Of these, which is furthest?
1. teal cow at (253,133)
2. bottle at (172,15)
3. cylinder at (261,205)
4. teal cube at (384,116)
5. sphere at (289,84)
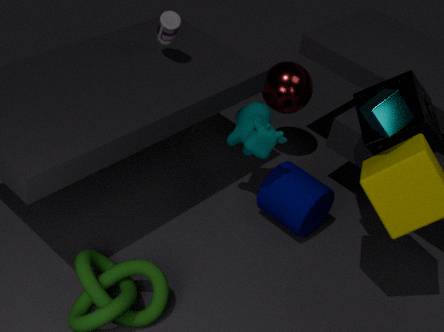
sphere at (289,84)
